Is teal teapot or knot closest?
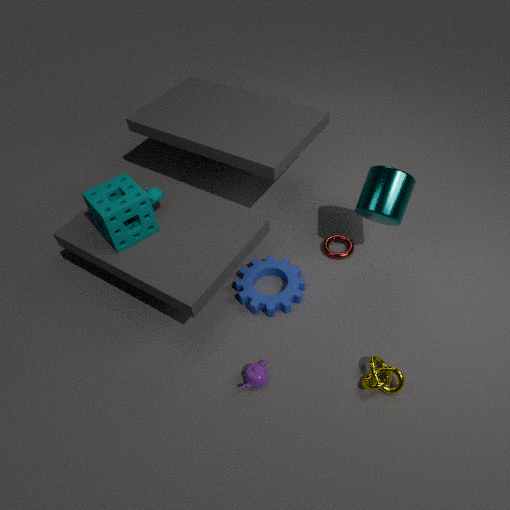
knot
